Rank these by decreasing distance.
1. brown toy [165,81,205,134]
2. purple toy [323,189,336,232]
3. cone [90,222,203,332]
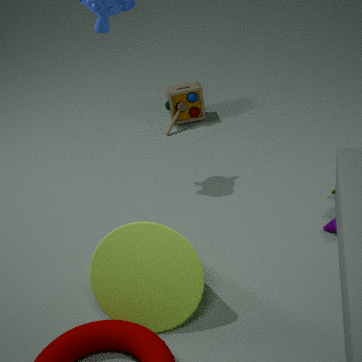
brown toy [165,81,205,134] < purple toy [323,189,336,232] < cone [90,222,203,332]
